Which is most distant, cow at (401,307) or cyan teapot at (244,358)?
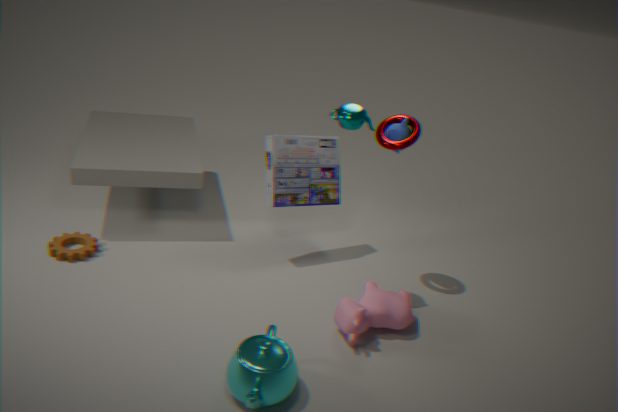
cow at (401,307)
